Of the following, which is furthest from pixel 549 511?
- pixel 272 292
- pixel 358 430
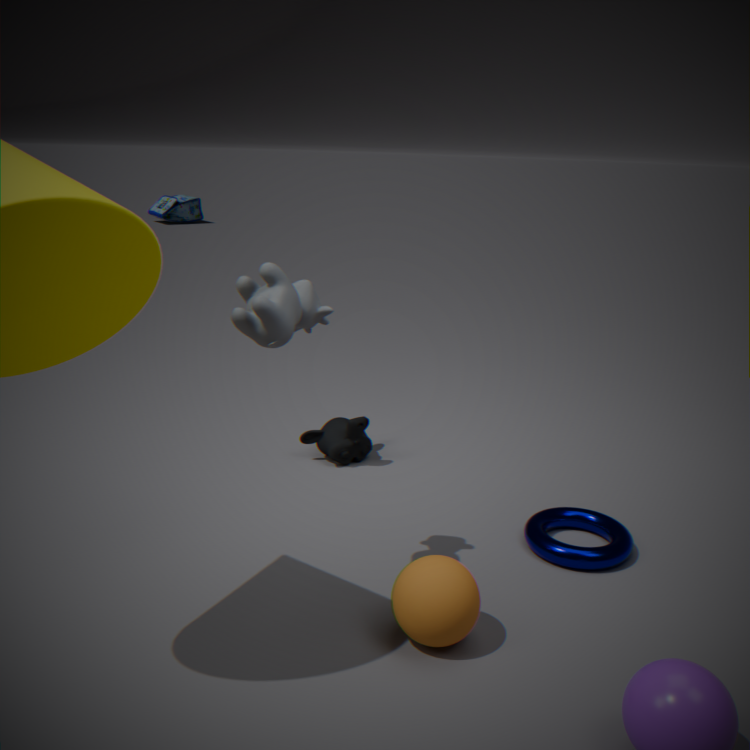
pixel 272 292
